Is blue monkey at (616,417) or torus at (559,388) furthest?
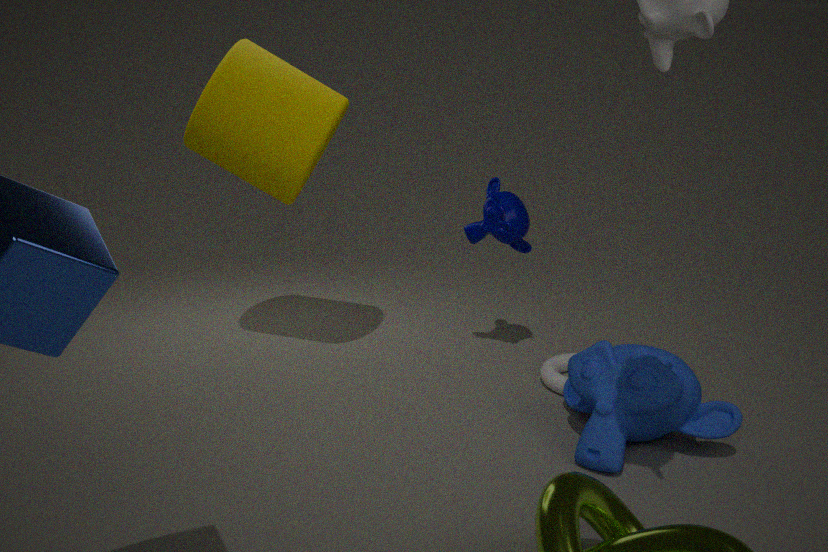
torus at (559,388)
